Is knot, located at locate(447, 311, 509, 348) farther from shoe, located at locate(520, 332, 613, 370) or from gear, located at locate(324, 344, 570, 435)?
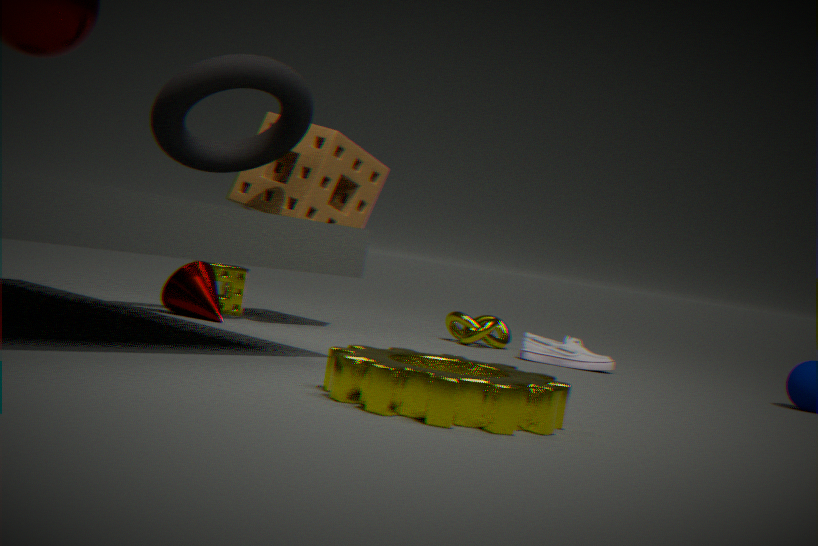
gear, located at locate(324, 344, 570, 435)
